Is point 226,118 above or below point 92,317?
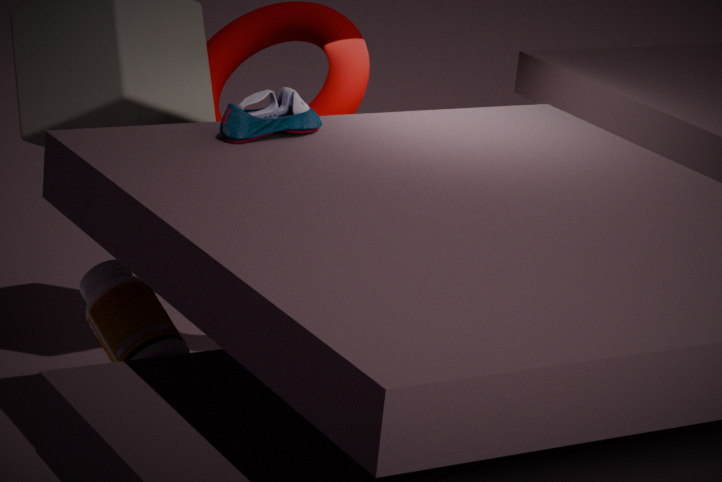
above
